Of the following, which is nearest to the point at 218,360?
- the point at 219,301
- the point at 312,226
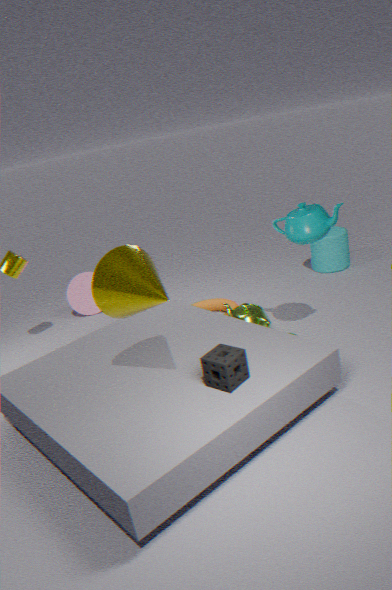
the point at 312,226
